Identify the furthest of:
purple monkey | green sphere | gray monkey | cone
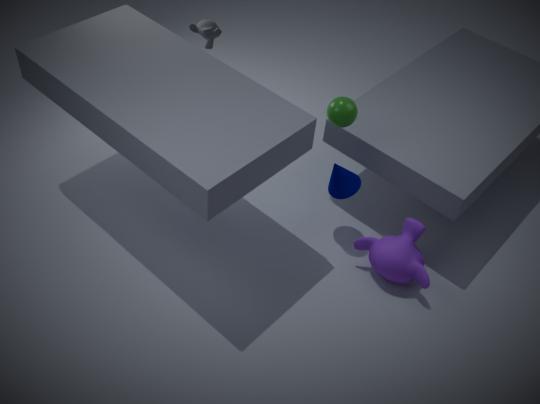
gray monkey
